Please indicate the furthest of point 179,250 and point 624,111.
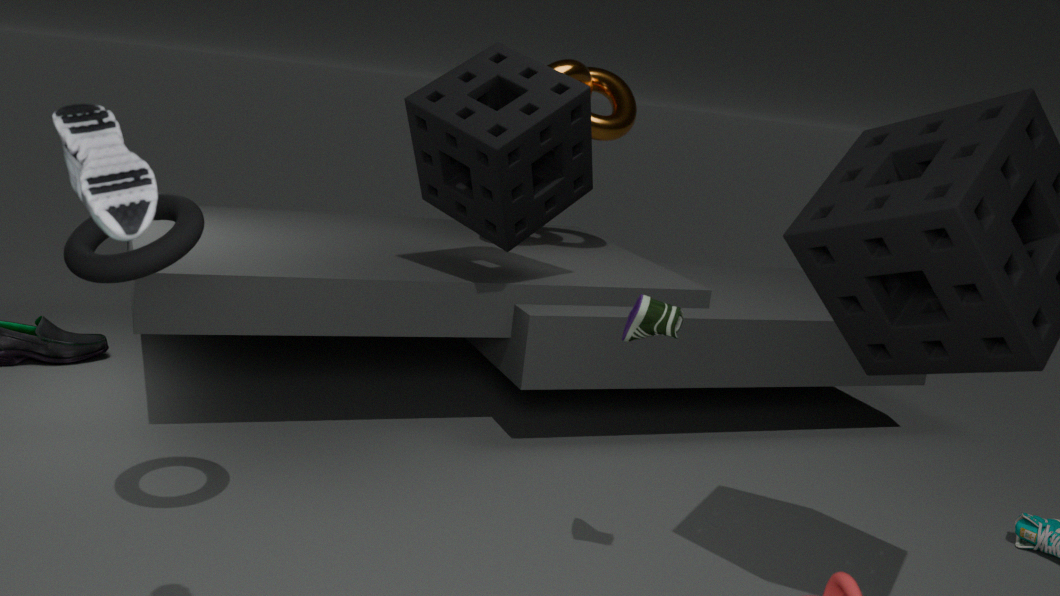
point 624,111
